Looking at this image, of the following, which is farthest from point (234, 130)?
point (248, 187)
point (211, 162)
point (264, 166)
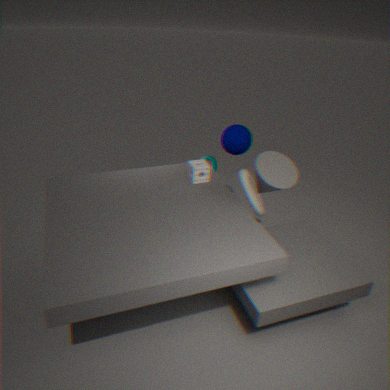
point (264, 166)
